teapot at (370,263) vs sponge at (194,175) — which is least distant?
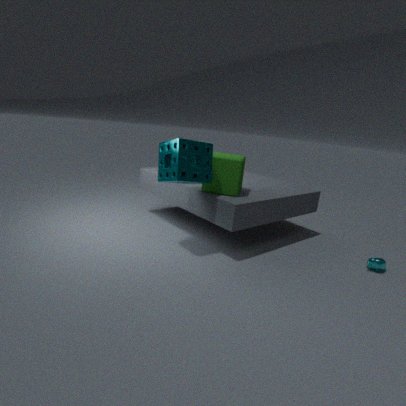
sponge at (194,175)
